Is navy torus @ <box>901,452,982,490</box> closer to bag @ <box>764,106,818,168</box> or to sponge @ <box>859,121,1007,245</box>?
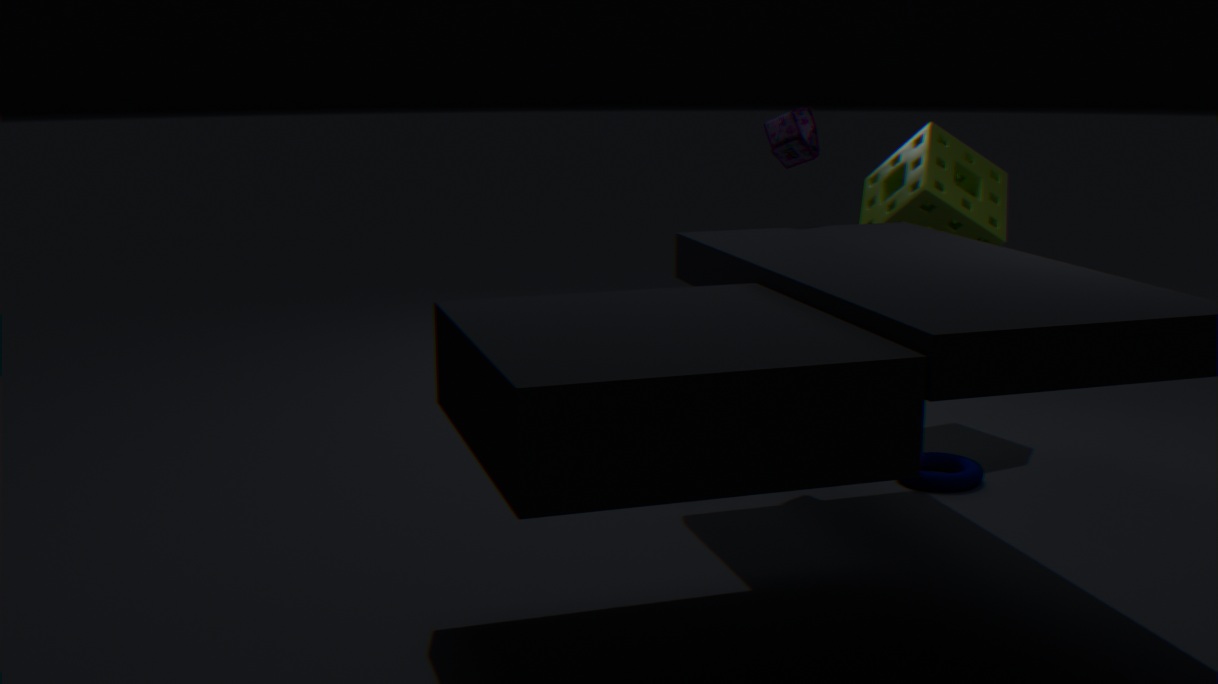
sponge @ <box>859,121,1007,245</box>
